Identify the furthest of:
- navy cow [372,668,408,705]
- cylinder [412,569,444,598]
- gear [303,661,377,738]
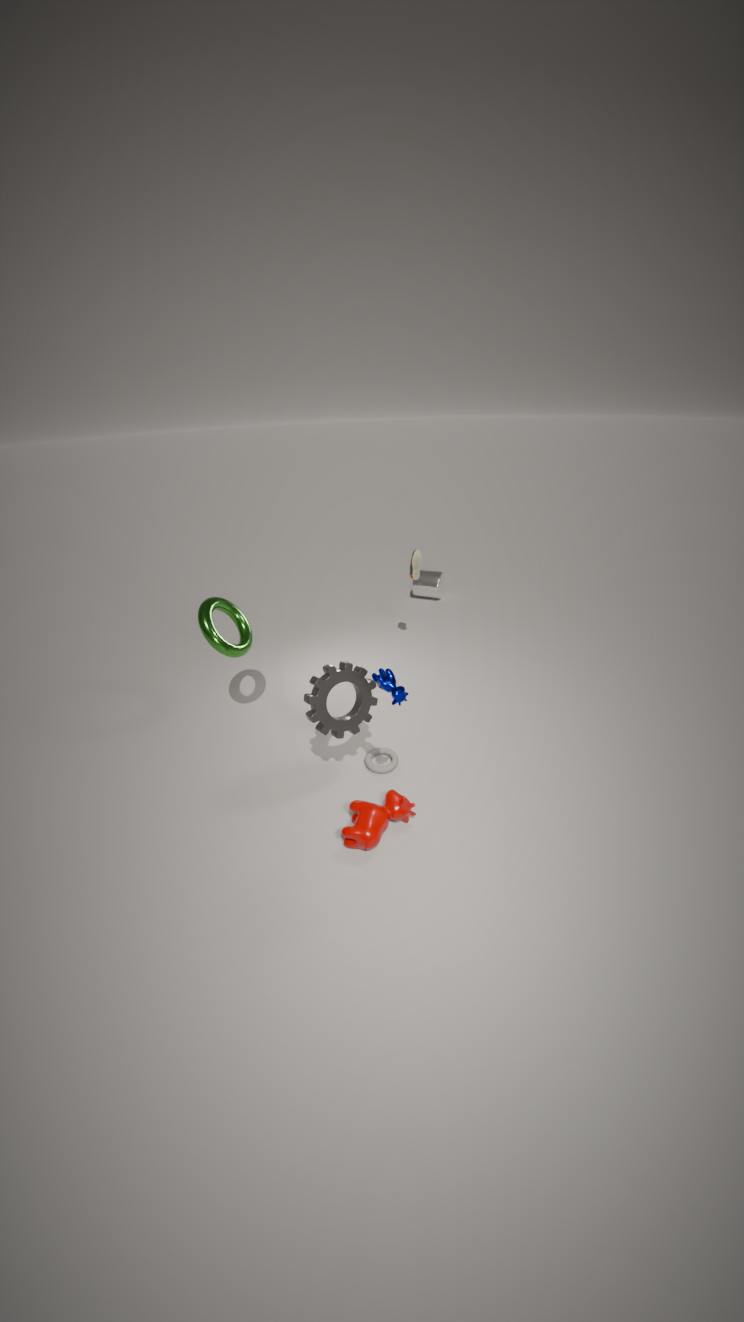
cylinder [412,569,444,598]
